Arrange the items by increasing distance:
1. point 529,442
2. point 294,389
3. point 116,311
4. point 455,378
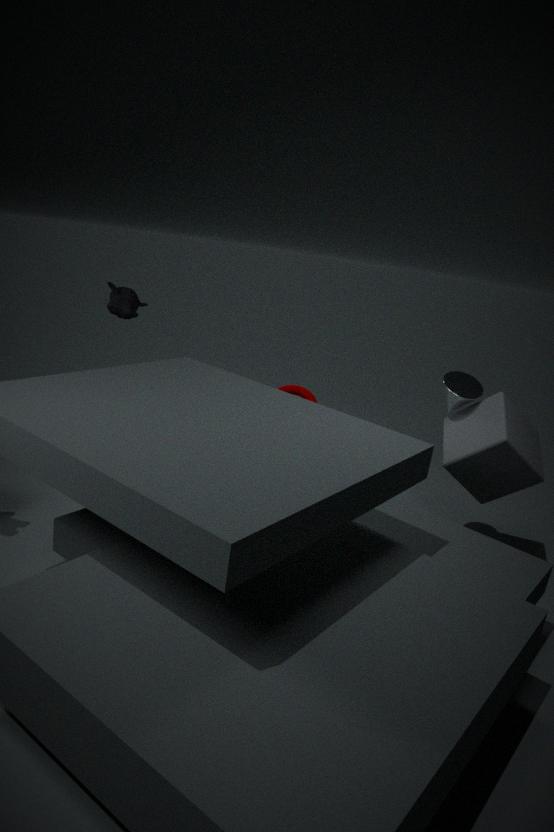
point 116,311
point 529,442
point 455,378
point 294,389
